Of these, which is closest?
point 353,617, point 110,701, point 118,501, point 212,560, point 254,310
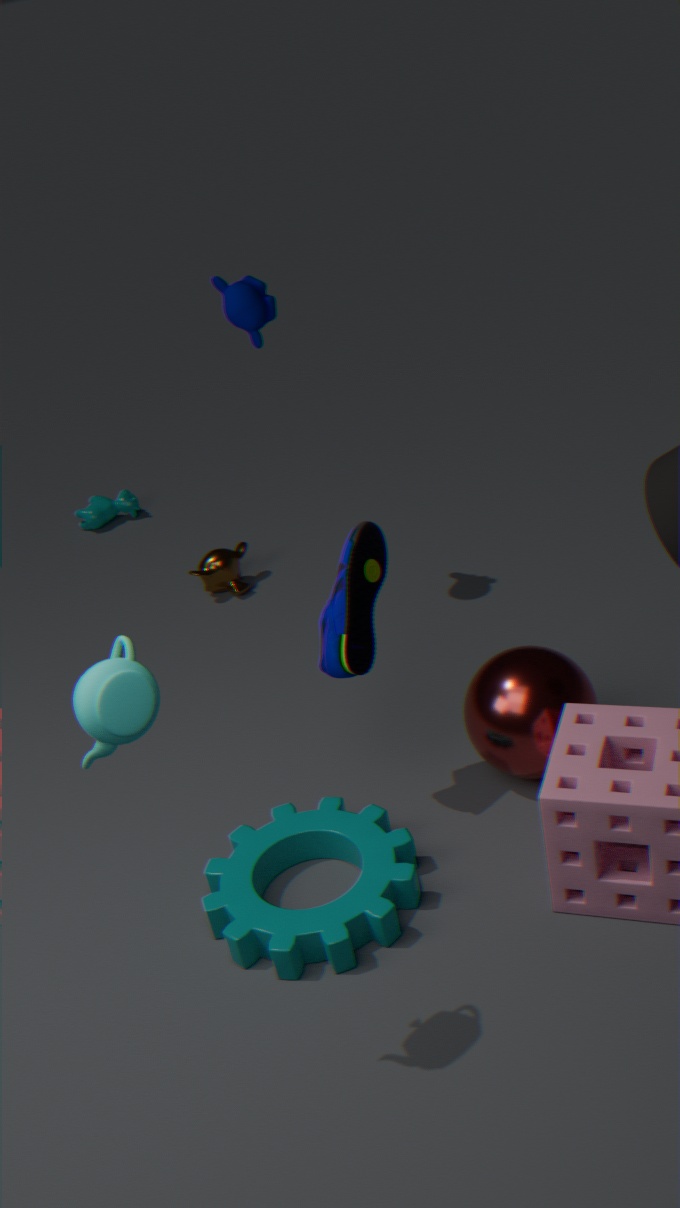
point 110,701
